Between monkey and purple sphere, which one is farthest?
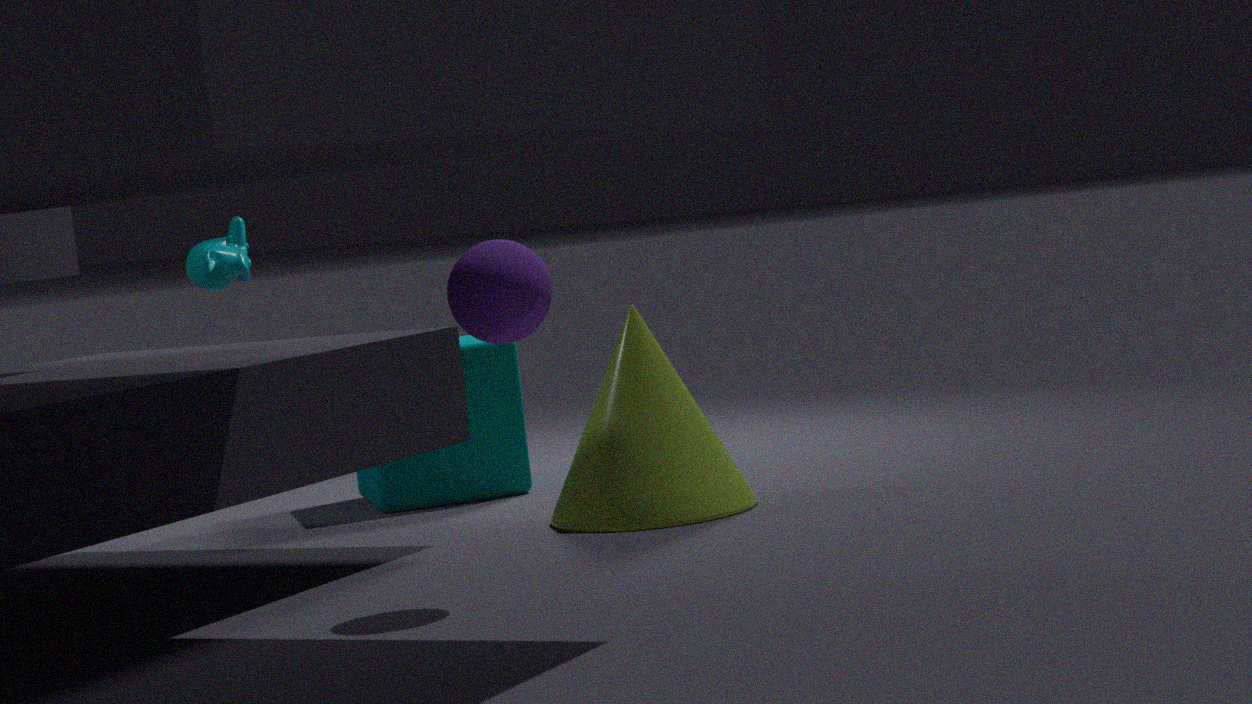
monkey
